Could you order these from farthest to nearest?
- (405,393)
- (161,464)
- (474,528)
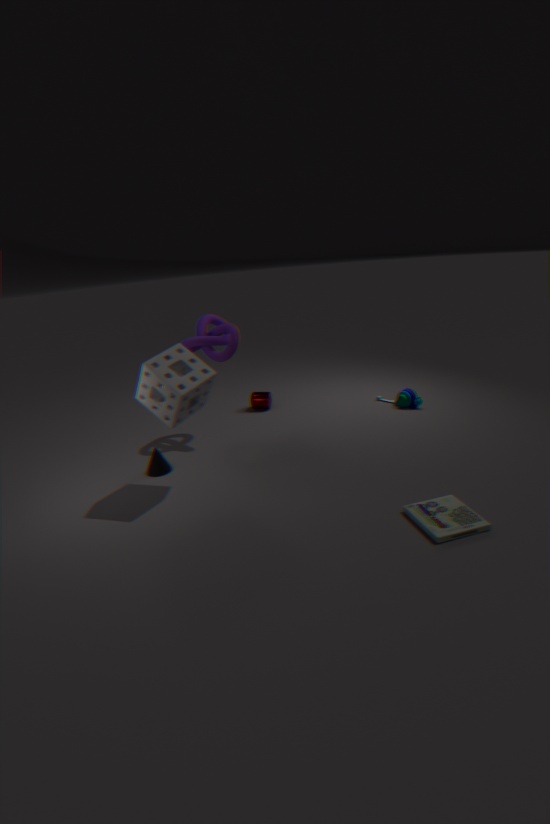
1. (405,393)
2. (161,464)
3. (474,528)
